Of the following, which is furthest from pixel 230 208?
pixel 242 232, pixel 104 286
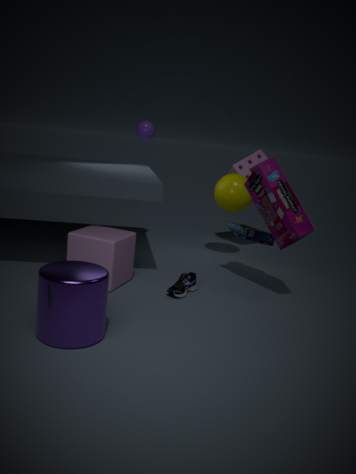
pixel 104 286
